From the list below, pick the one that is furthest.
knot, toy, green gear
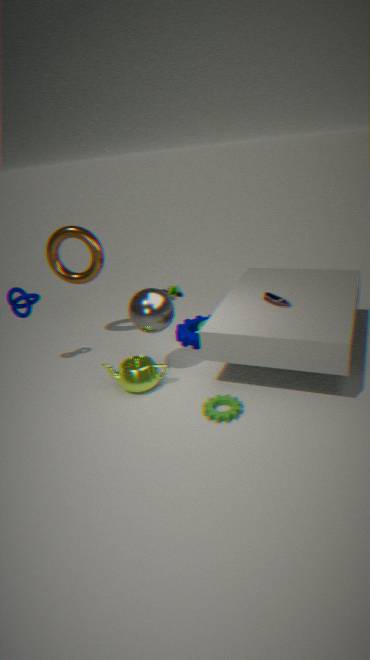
toy
